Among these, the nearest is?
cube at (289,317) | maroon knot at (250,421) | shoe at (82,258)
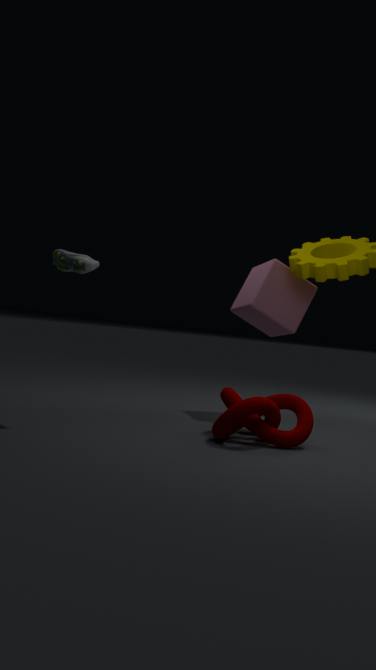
maroon knot at (250,421)
